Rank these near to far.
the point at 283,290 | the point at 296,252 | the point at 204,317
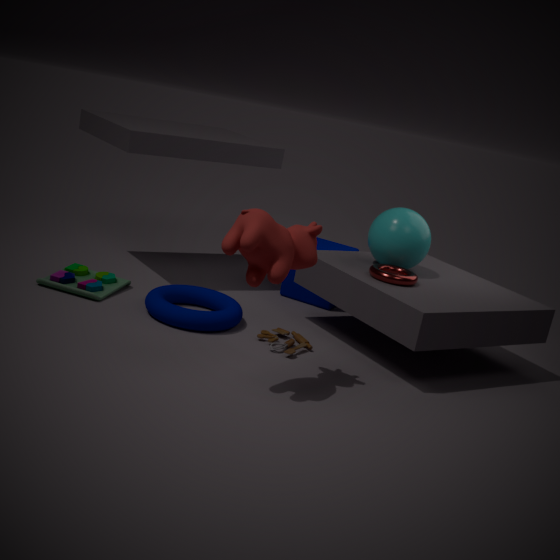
the point at 296,252, the point at 204,317, the point at 283,290
